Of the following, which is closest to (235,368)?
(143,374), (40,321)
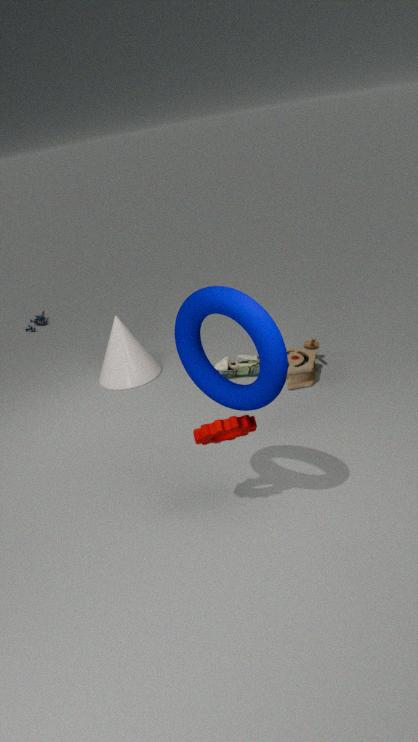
(143,374)
